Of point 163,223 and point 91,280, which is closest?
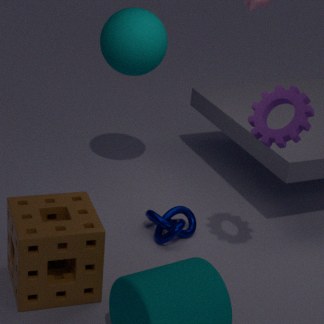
point 91,280
